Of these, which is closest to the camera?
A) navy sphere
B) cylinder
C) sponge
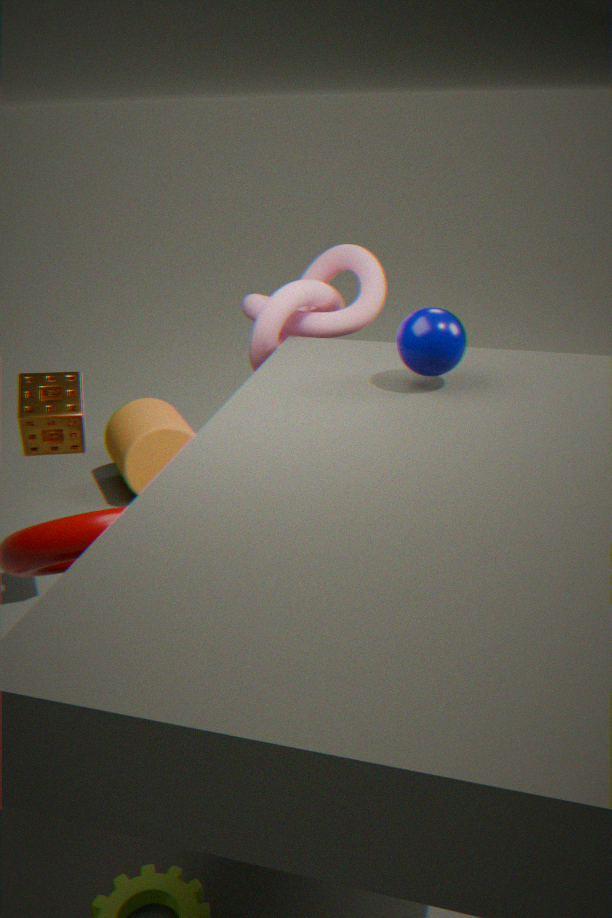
navy sphere
